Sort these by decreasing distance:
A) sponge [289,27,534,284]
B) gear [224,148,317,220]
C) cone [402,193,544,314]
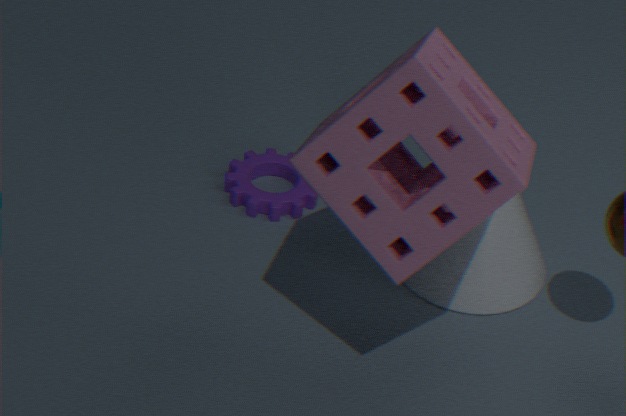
B. gear [224,148,317,220]
C. cone [402,193,544,314]
A. sponge [289,27,534,284]
